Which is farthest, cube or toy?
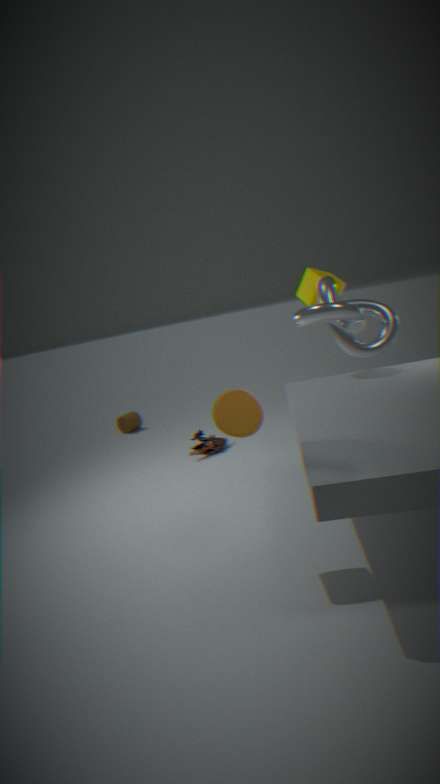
toy
